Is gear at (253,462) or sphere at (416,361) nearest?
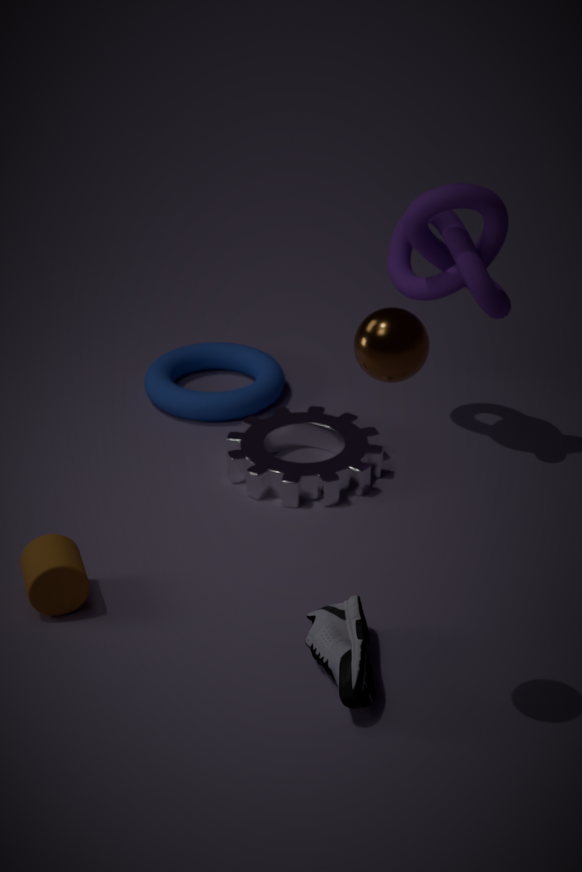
sphere at (416,361)
